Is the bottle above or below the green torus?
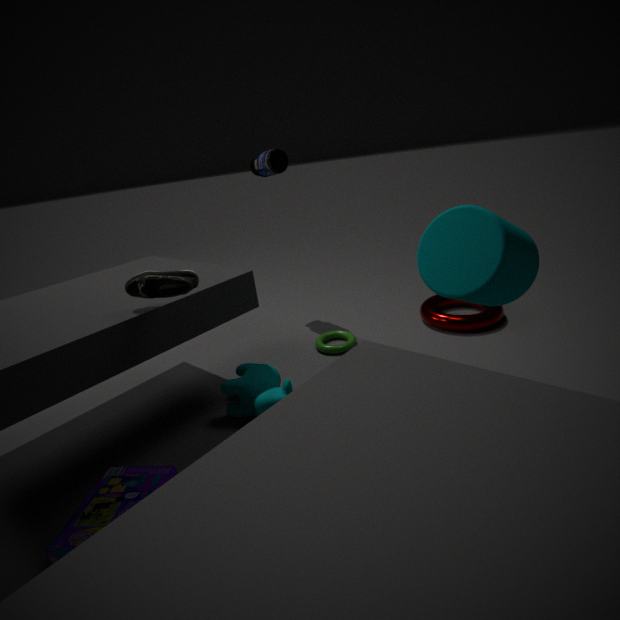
above
